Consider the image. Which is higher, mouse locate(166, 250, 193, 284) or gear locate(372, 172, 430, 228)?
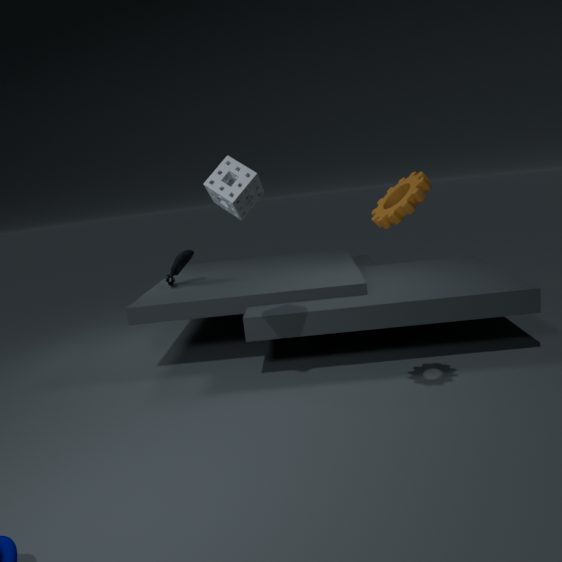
gear locate(372, 172, 430, 228)
